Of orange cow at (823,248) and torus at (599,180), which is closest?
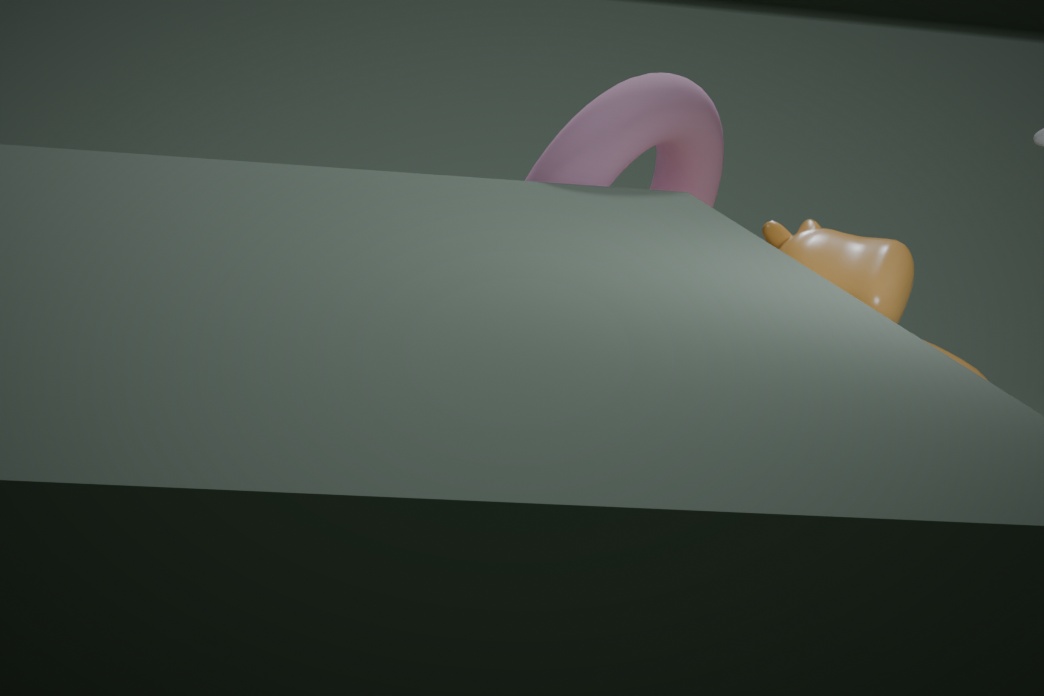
orange cow at (823,248)
